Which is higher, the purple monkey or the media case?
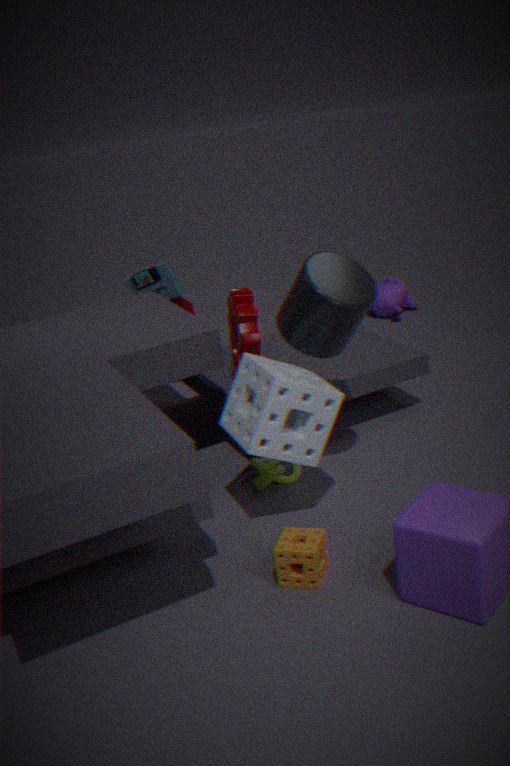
the media case
